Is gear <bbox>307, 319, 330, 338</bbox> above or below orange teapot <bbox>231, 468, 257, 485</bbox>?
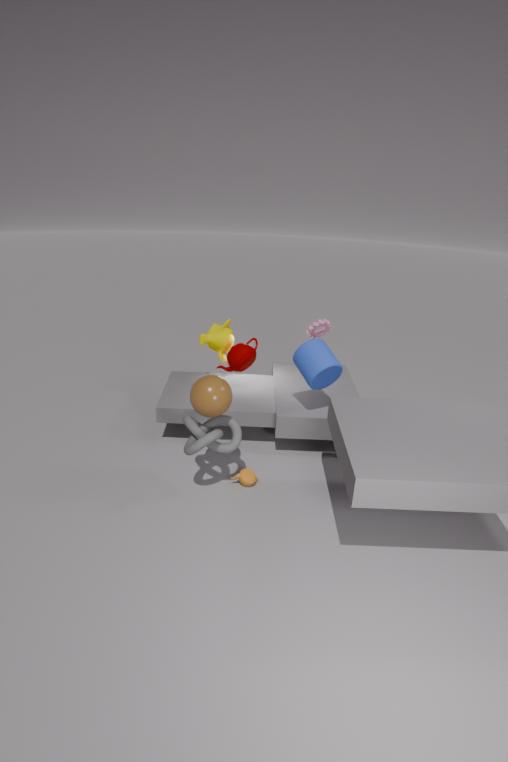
above
